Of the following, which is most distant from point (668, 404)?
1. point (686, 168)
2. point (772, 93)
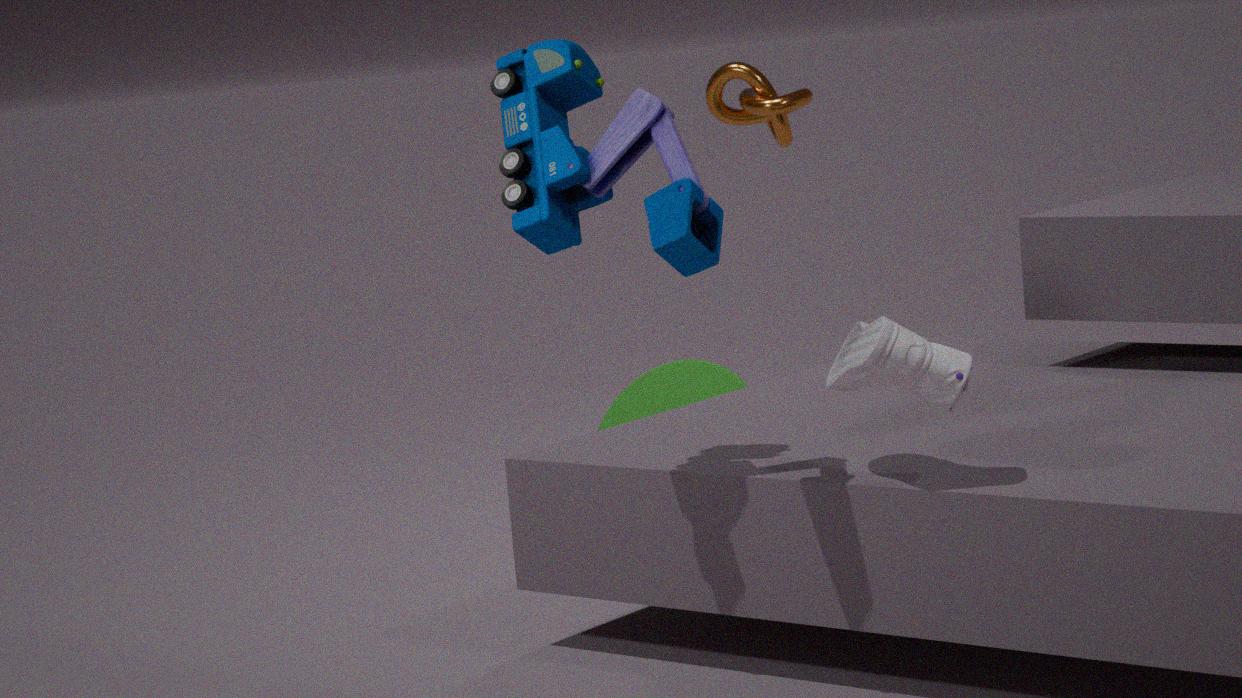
point (686, 168)
